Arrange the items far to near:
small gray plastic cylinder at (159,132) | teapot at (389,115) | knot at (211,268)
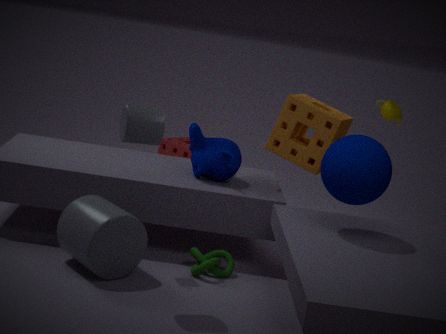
1. teapot at (389,115)
2. knot at (211,268)
3. small gray plastic cylinder at (159,132)
